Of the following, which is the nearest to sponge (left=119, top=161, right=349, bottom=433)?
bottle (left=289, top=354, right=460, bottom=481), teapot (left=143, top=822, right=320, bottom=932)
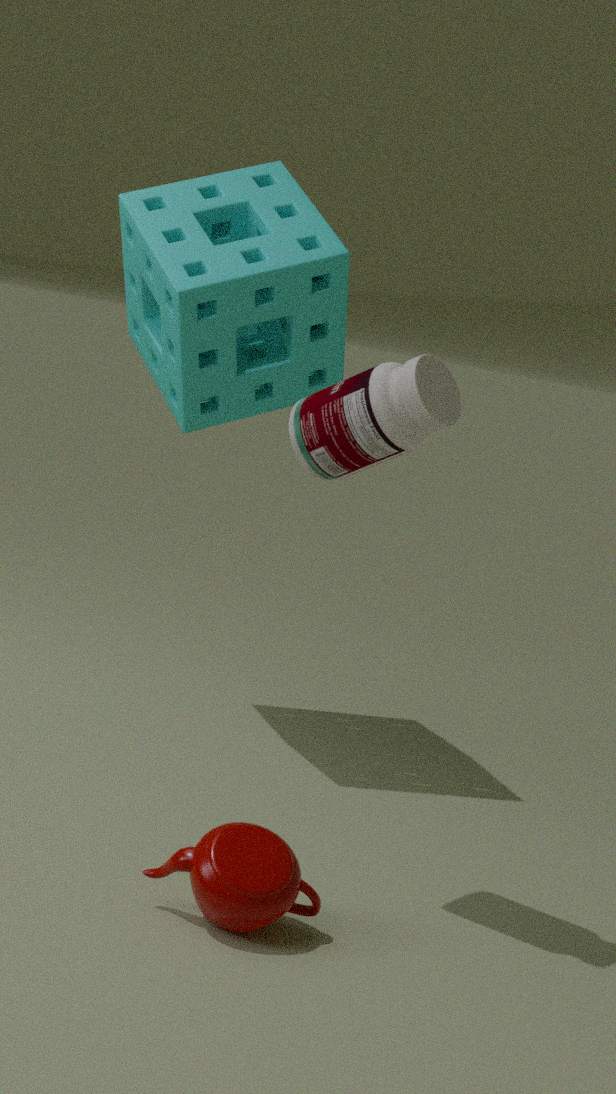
bottle (left=289, top=354, right=460, bottom=481)
